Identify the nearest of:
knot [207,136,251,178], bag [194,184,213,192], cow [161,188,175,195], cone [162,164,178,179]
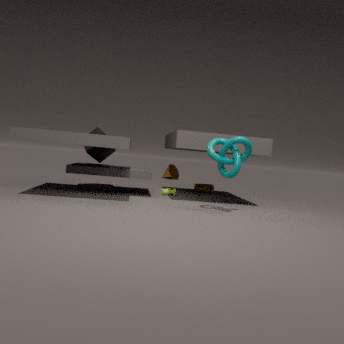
knot [207,136,251,178]
